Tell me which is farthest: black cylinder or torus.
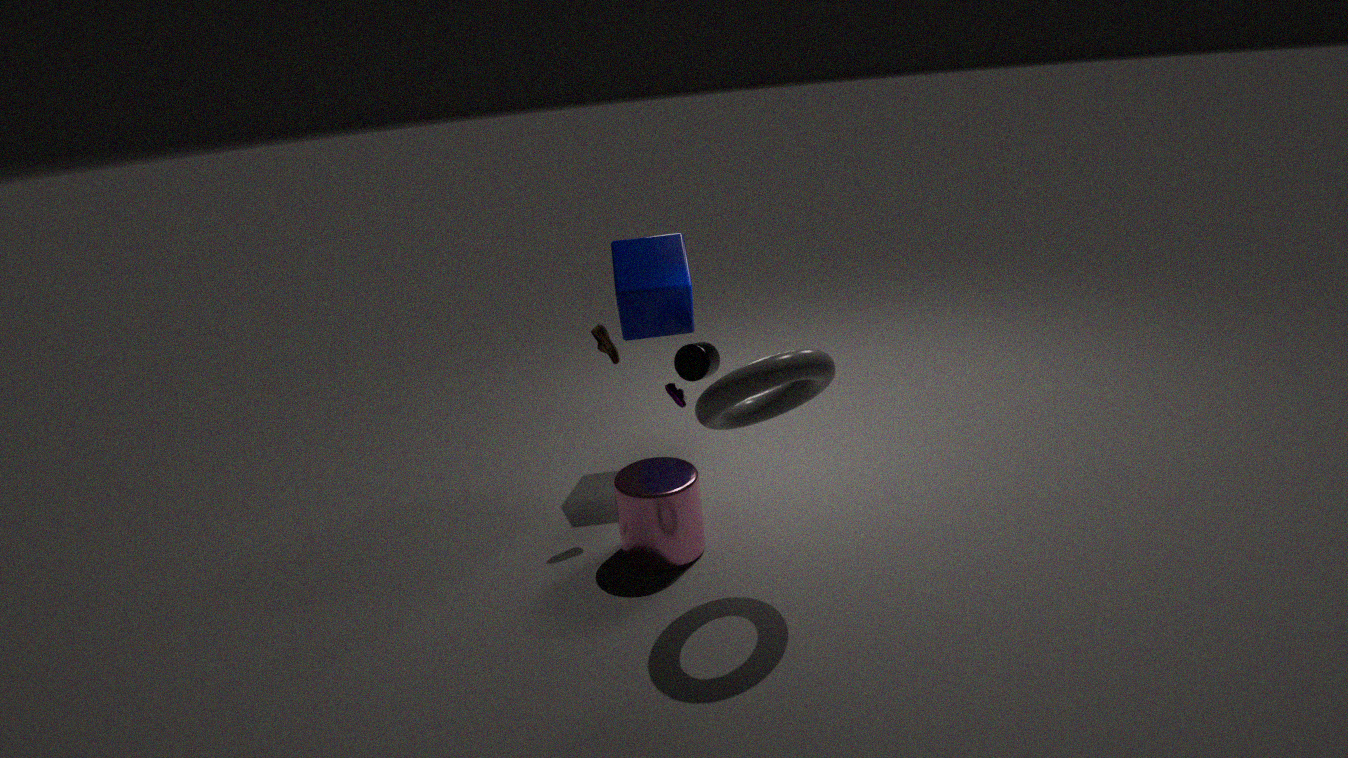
black cylinder
